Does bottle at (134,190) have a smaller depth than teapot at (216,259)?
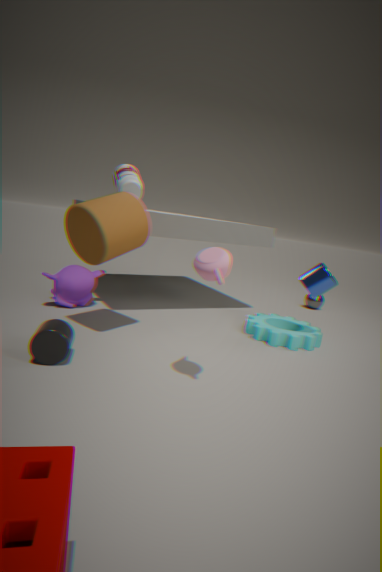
No
